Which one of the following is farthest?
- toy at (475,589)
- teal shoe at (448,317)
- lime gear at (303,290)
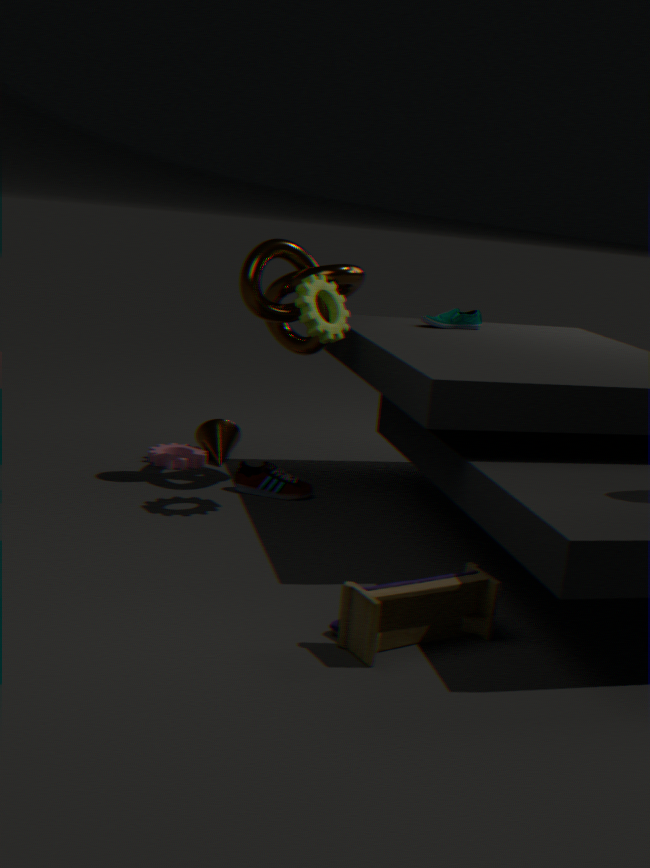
teal shoe at (448,317)
